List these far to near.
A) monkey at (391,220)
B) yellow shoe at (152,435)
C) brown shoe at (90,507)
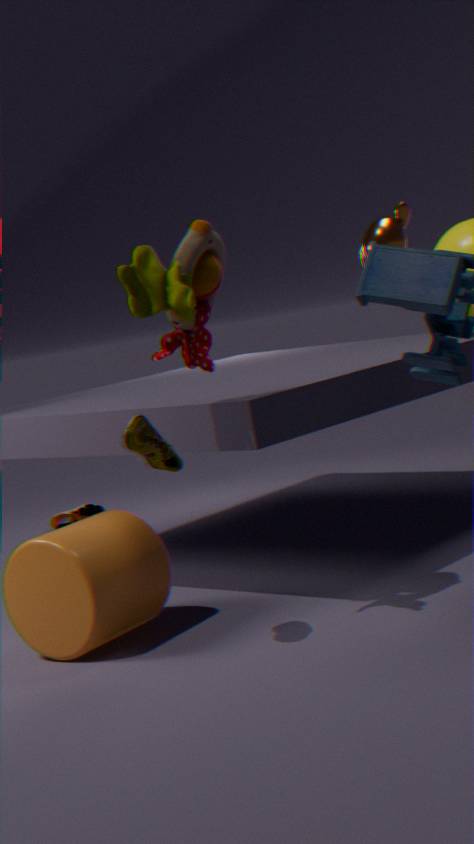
brown shoe at (90,507) < monkey at (391,220) < yellow shoe at (152,435)
